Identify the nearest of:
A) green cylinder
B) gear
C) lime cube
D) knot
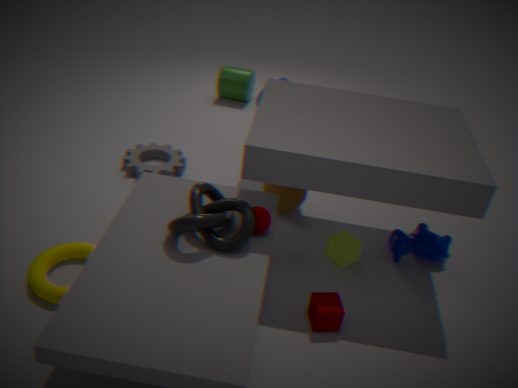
knot
